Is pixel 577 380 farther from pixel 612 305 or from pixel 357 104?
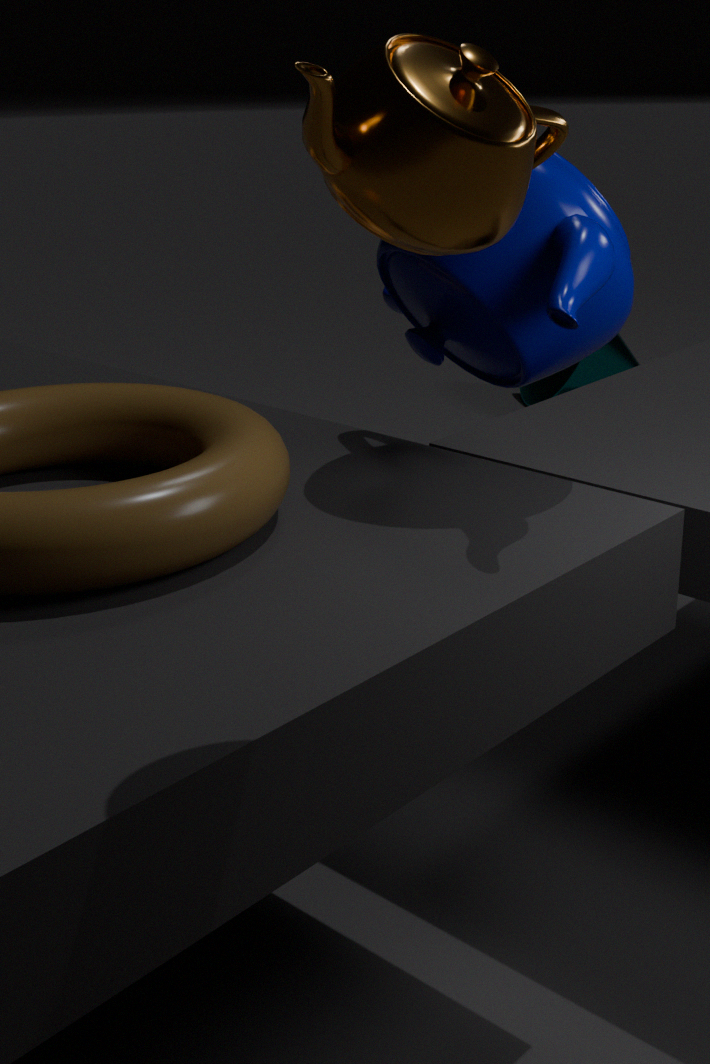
pixel 357 104
